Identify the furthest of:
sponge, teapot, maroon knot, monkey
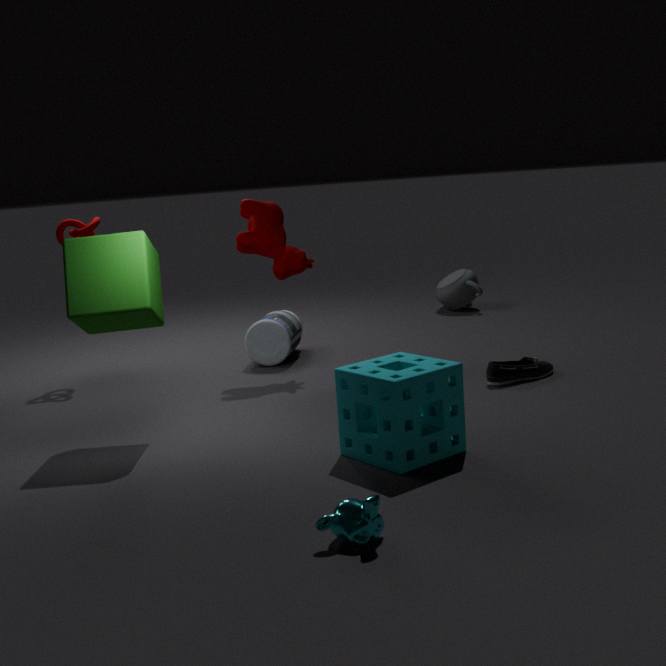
teapot
